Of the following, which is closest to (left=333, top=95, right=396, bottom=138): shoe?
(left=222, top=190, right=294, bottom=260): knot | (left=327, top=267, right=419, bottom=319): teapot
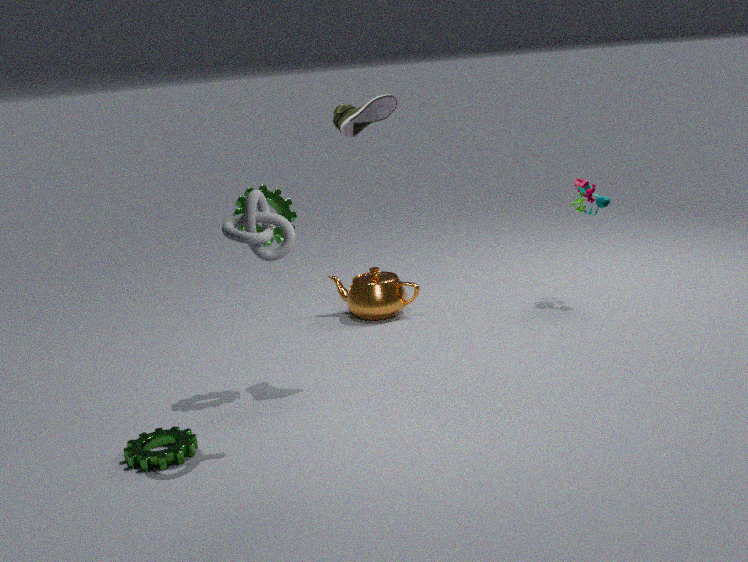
(left=222, top=190, right=294, bottom=260): knot
